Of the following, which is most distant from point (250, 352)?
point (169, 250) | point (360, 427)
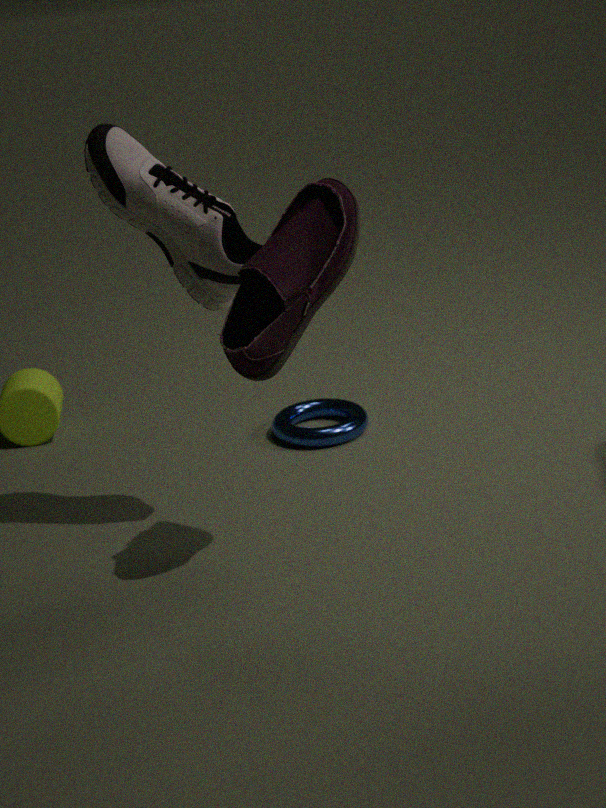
point (360, 427)
